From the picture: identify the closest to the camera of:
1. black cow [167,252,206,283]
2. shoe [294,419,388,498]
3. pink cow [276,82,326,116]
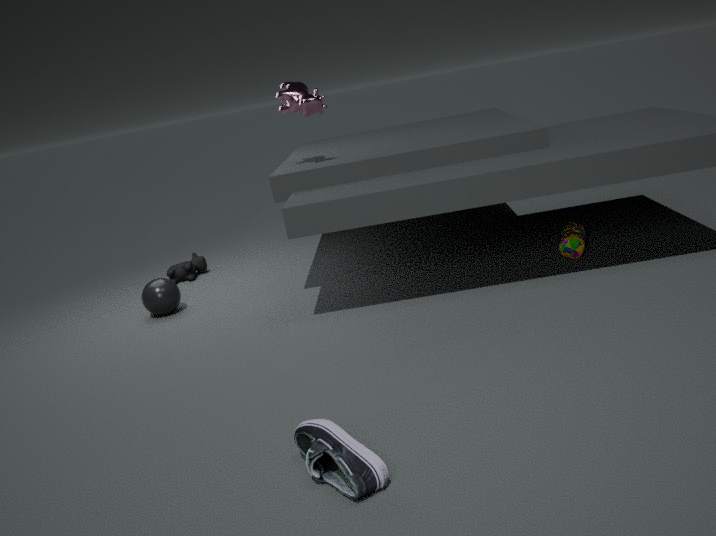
shoe [294,419,388,498]
